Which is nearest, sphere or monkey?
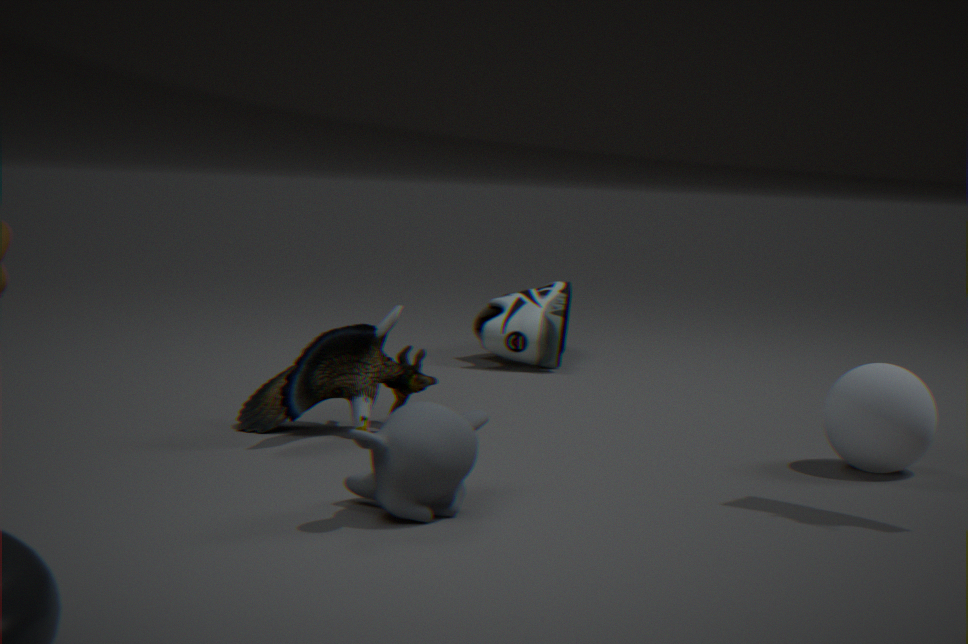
monkey
